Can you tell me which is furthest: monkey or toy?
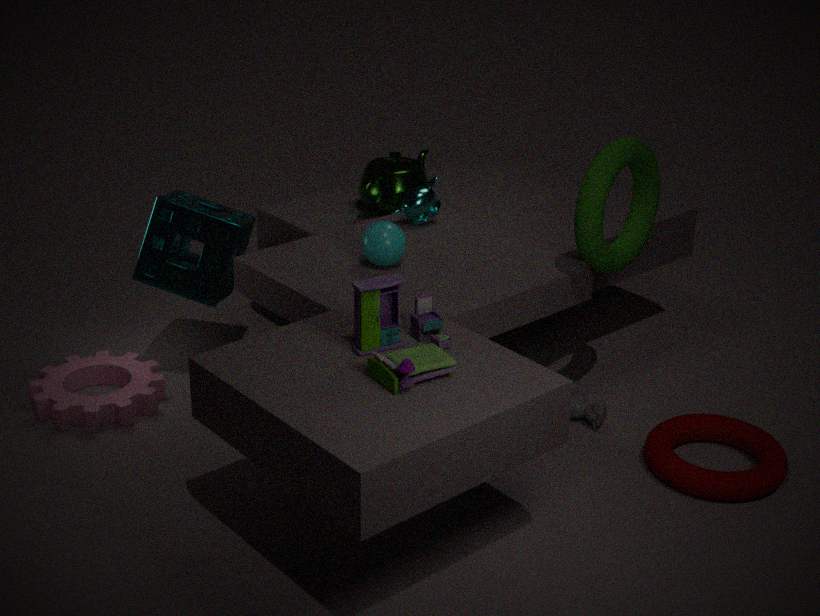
monkey
